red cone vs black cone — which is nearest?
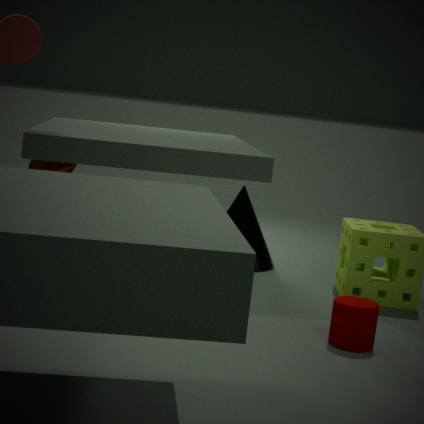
red cone
